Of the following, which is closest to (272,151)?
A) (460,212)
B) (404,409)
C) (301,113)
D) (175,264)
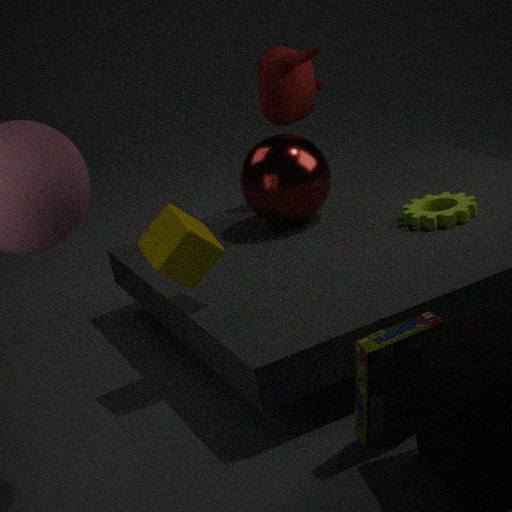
(301,113)
